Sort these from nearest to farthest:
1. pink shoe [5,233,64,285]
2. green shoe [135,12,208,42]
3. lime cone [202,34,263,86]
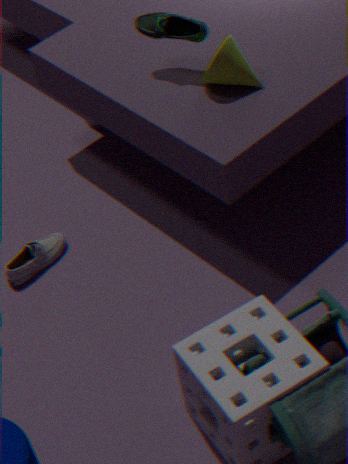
1. lime cone [202,34,263,86]
2. green shoe [135,12,208,42]
3. pink shoe [5,233,64,285]
